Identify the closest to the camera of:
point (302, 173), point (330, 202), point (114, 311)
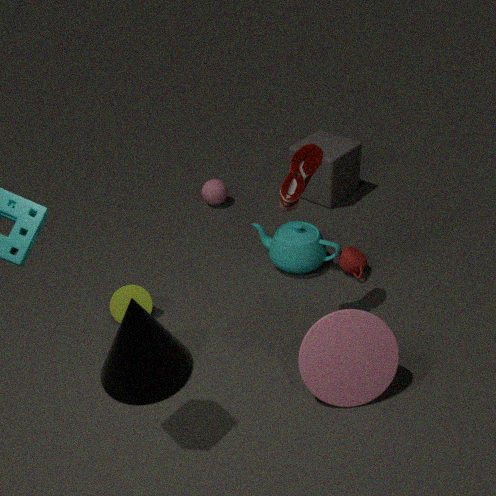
point (302, 173)
